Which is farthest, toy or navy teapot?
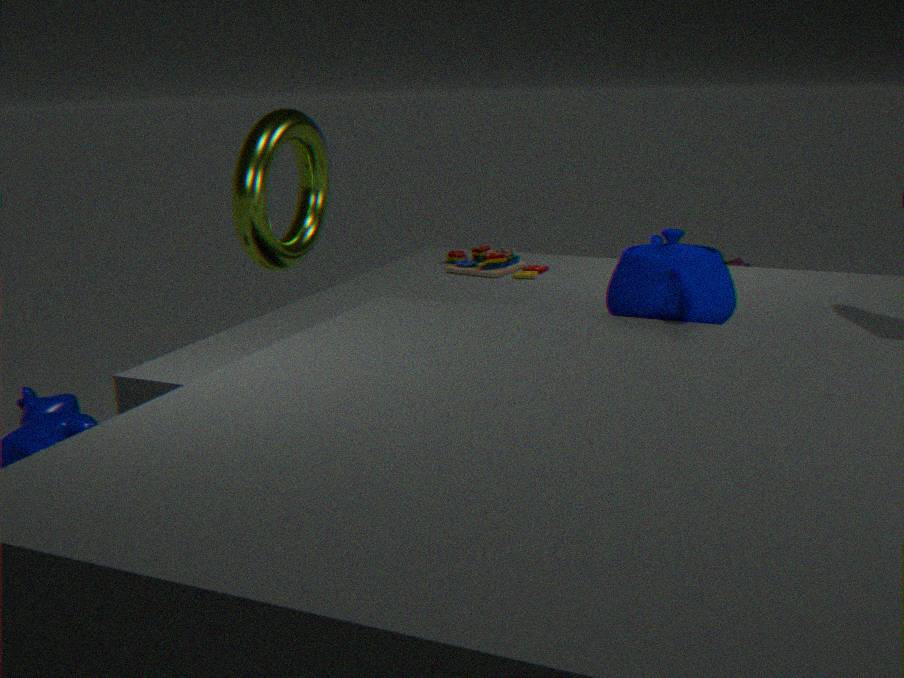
toy
